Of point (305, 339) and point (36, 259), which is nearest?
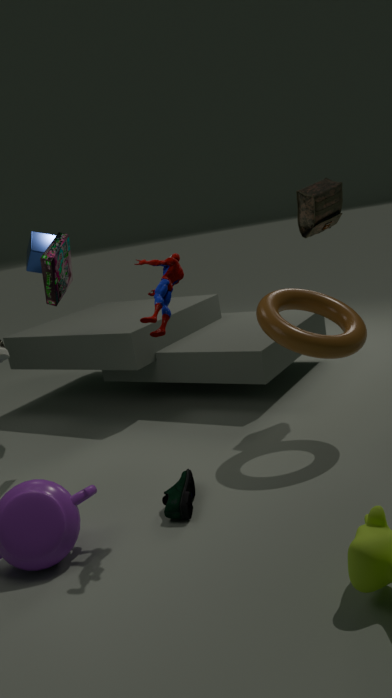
point (305, 339)
